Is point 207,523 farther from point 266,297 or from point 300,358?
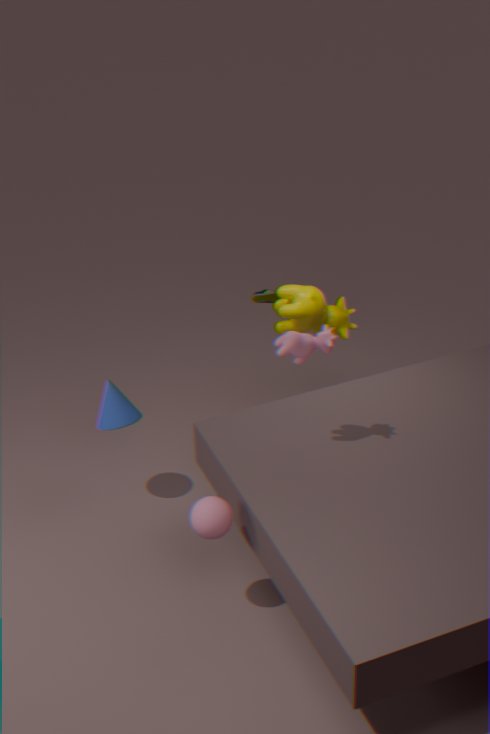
point 266,297
